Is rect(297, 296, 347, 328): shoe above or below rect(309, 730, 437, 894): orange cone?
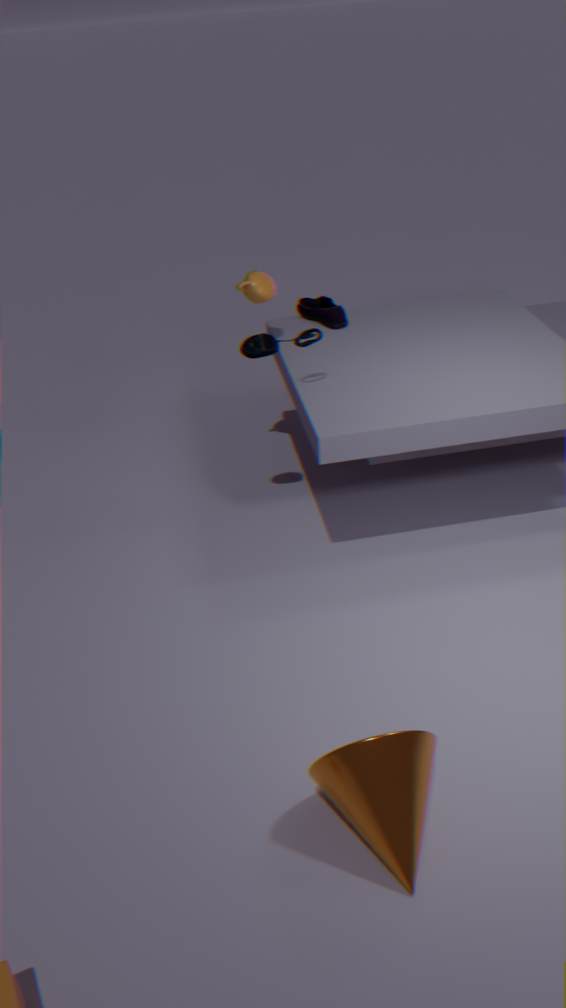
above
